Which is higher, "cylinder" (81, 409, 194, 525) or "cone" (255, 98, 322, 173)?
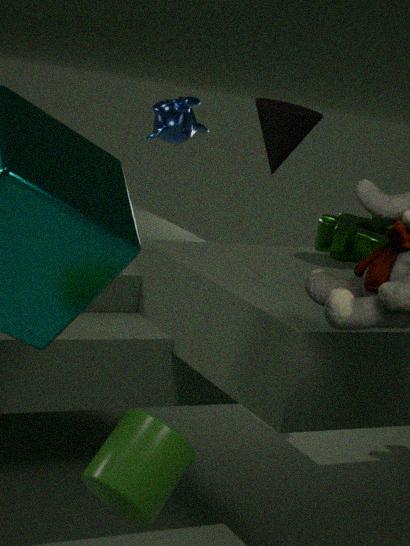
"cone" (255, 98, 322, 173)
